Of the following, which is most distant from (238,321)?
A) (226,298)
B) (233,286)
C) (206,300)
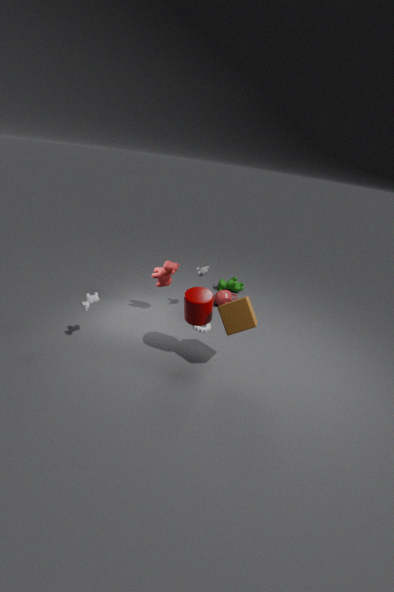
(233,286)
